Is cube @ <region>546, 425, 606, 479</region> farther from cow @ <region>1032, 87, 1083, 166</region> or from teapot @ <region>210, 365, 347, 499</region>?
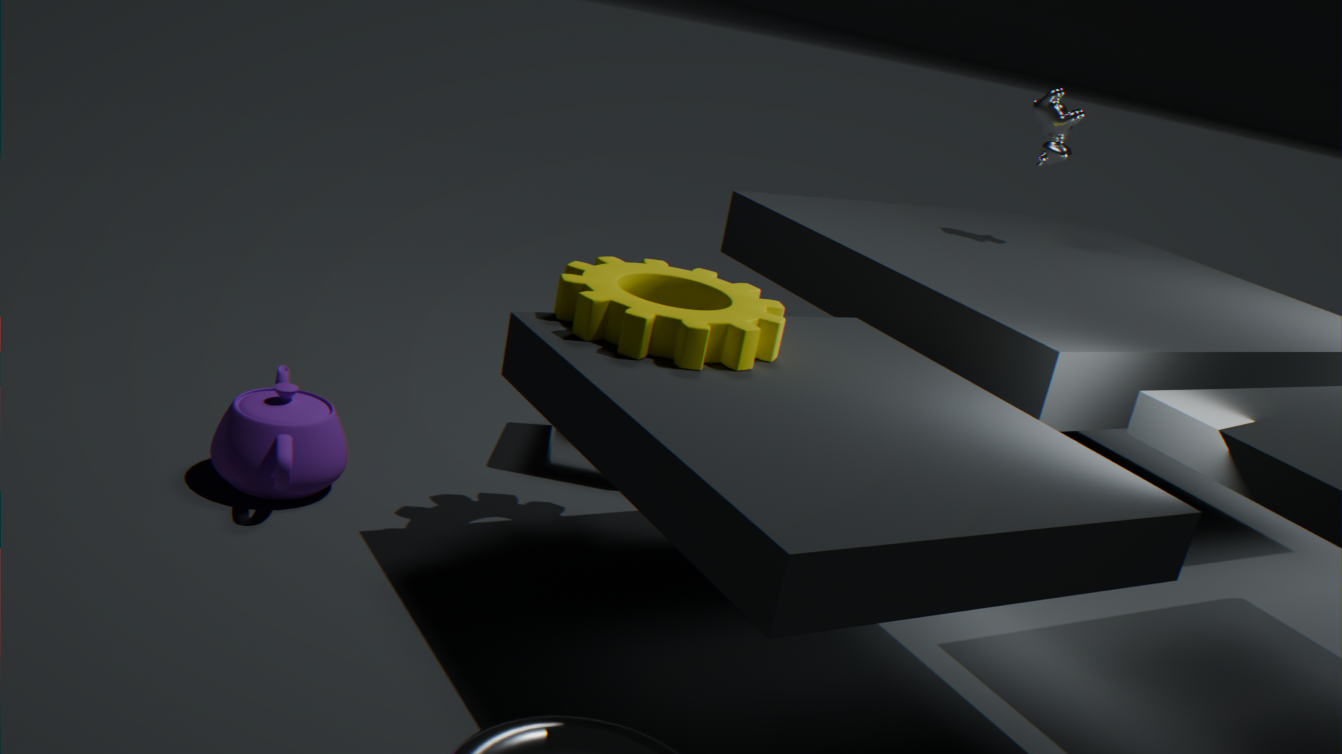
cow @ <region>1032, 87, 1083, 166</region>
